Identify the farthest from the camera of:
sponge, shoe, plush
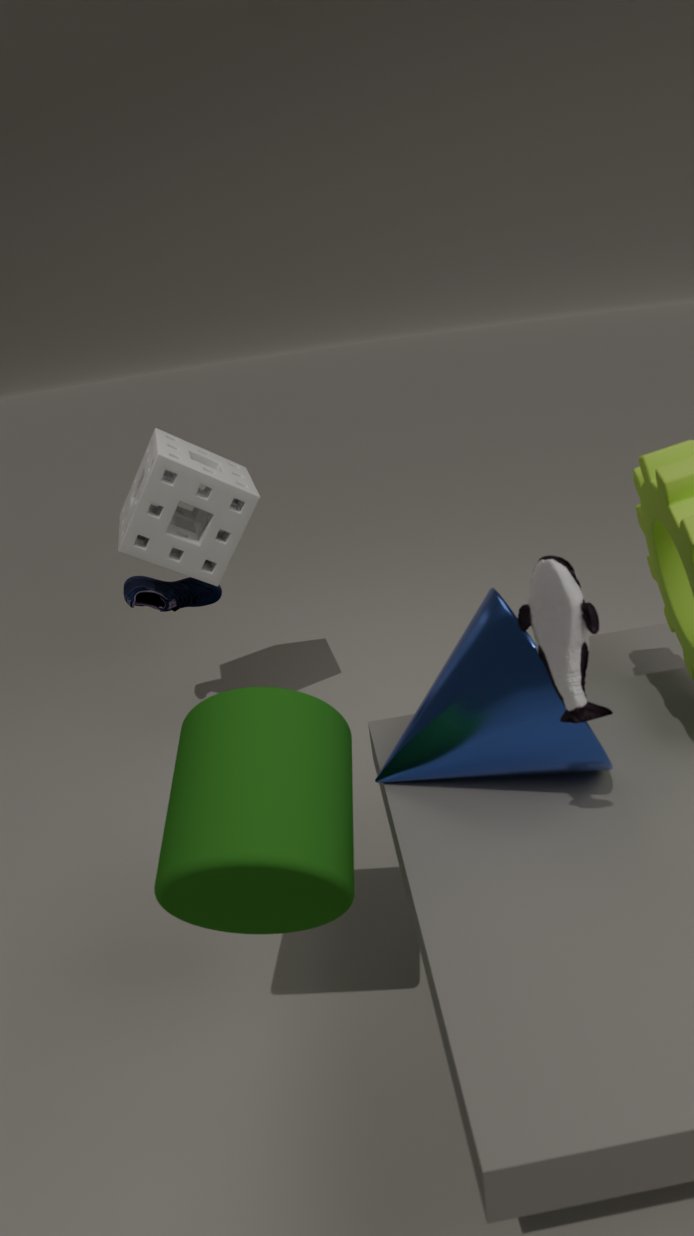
shoe
